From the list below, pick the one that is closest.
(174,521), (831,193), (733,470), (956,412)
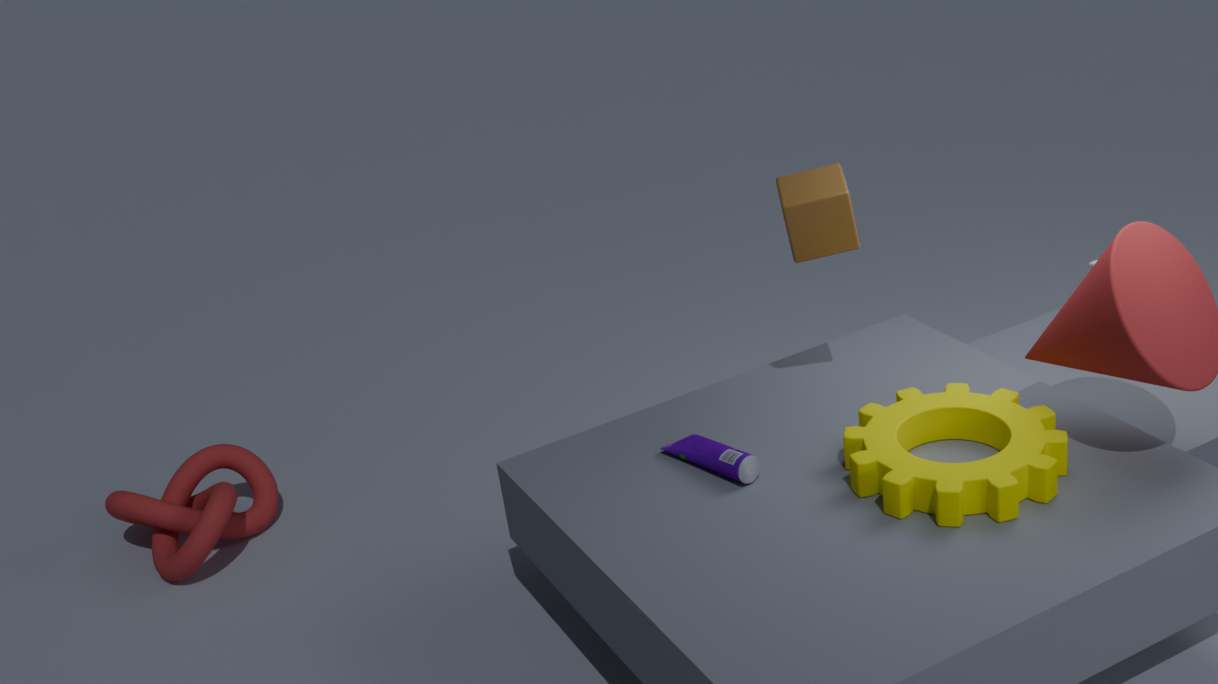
(733,470)
